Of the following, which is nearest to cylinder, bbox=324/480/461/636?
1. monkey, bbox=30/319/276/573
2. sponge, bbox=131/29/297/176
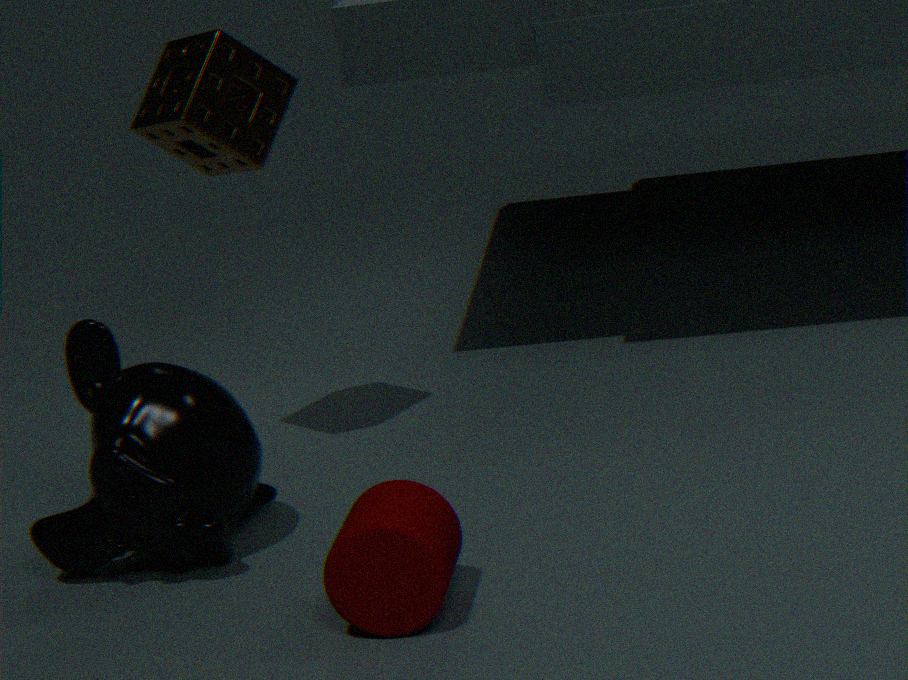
monkey, bbox=30/319/276/573
